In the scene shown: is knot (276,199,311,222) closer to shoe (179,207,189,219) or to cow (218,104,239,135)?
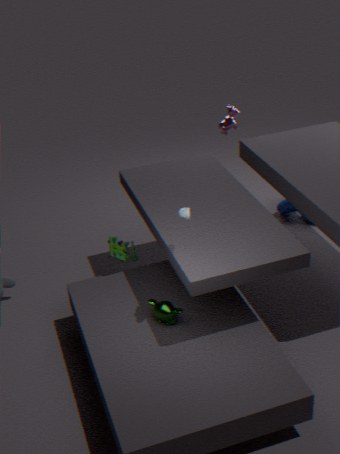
cow (218,104,239,135)
